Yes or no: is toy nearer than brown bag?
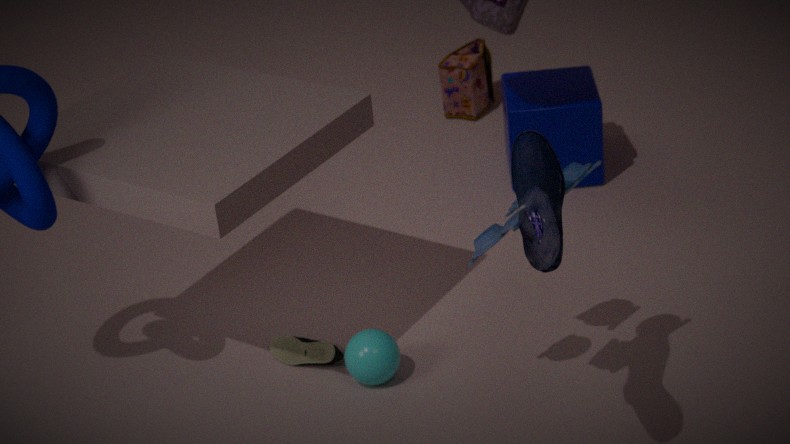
Yes
